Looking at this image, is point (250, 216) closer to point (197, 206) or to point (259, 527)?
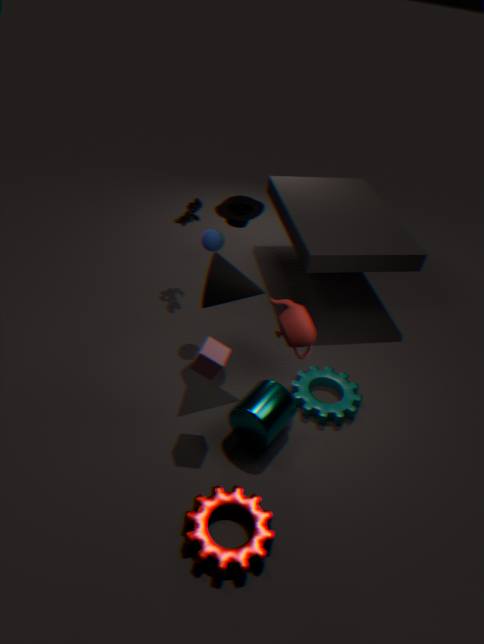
point (197, 206)
